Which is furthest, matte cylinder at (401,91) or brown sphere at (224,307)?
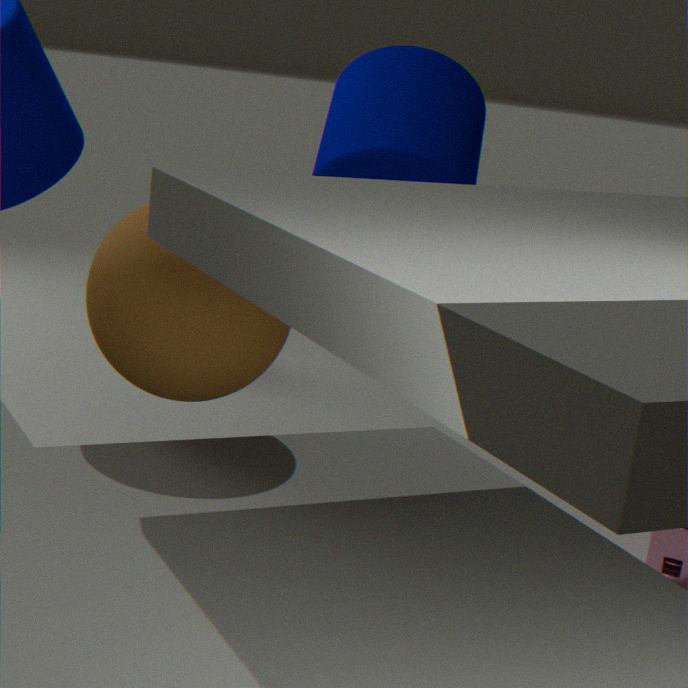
matte cylinder at (401,91)
